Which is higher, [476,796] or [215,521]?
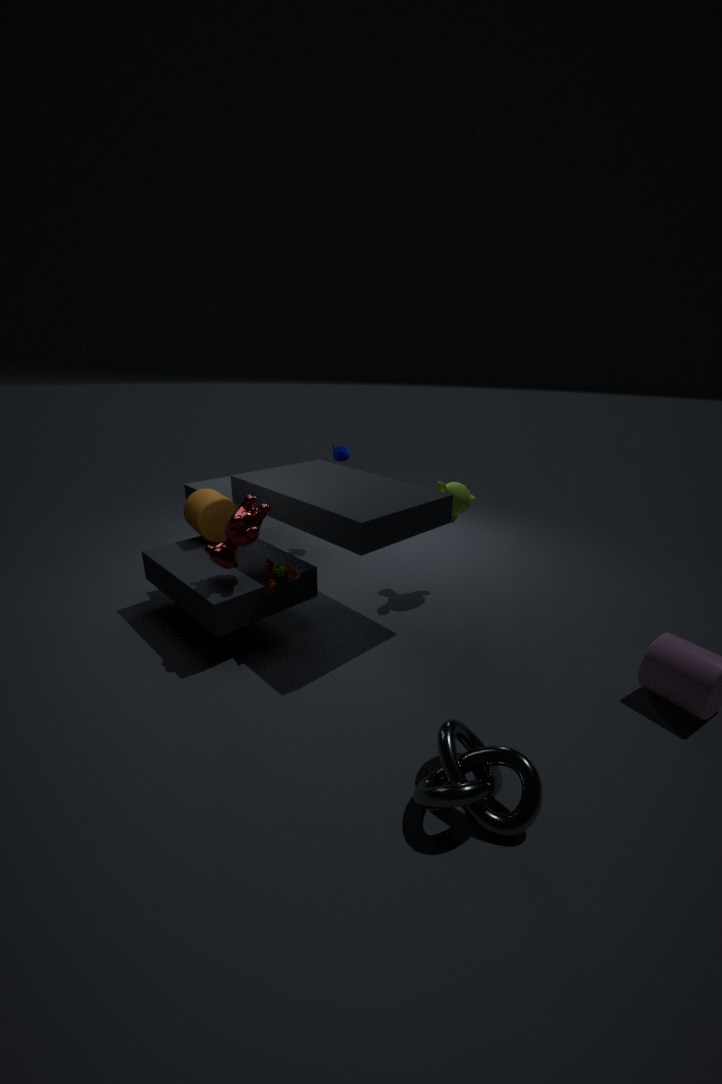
[215,521]
